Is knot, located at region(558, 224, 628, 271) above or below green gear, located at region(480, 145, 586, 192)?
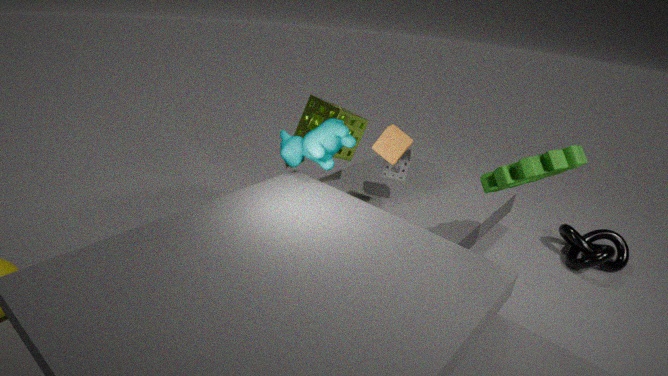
below
